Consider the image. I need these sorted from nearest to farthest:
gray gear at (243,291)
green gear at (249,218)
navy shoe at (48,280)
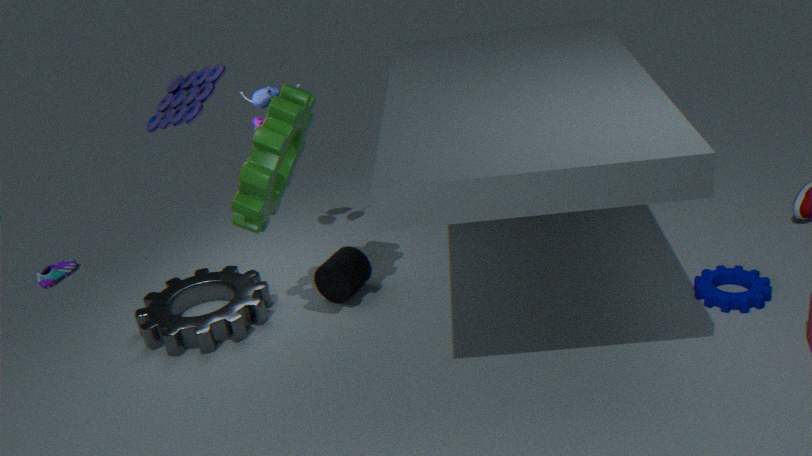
1. green gear at (249,218)
2. gray gear at (243,291)
3. navy shoe at (48,280)
